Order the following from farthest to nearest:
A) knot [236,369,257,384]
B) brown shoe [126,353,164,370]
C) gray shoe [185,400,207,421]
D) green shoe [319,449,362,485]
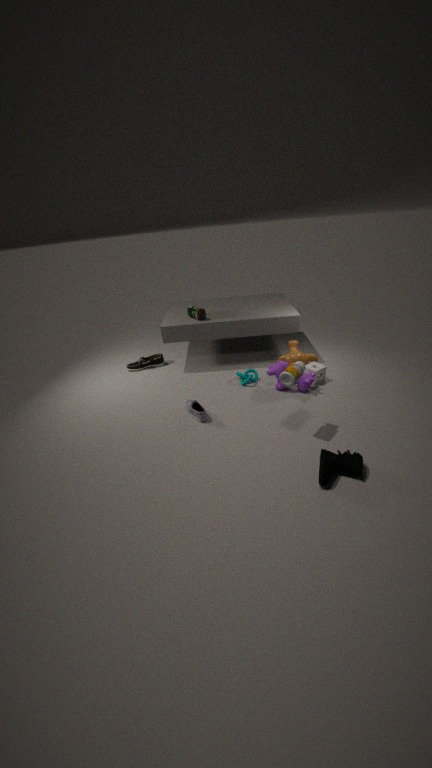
brown shoe [126,353,164,370] < knot [236,369,257,384] < gray shoe [185,400,207,421] < green shoe [319,449,362,485]
